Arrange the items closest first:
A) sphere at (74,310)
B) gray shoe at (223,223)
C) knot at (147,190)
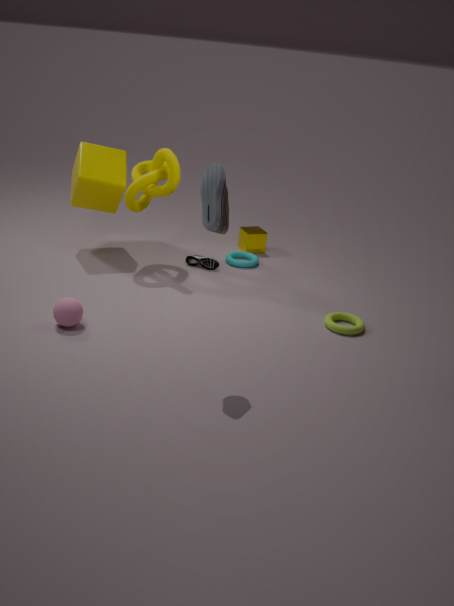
gray shoe at (223,223) → sphere at (74,310) → knot at (147,190)
